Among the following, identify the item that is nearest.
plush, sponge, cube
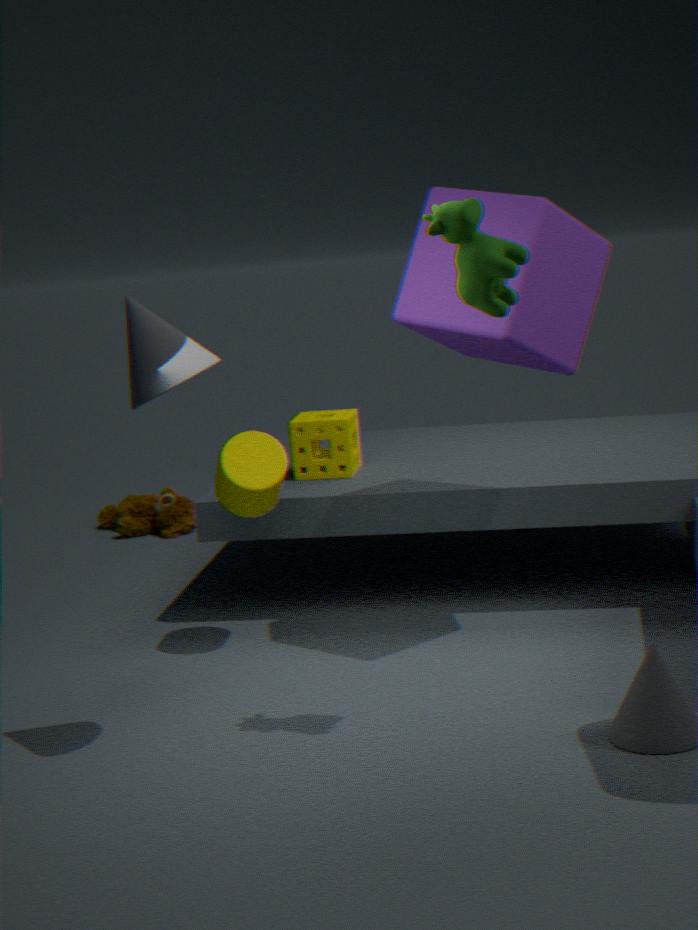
cube
